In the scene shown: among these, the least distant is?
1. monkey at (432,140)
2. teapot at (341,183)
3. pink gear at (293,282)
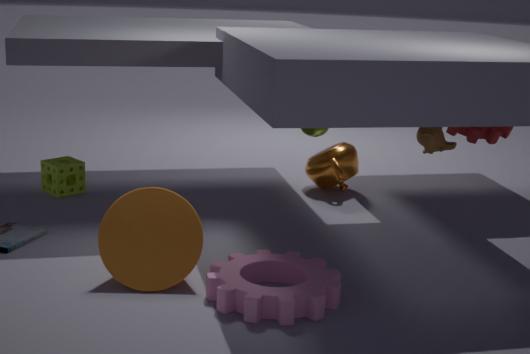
pink gear at (293,282)
